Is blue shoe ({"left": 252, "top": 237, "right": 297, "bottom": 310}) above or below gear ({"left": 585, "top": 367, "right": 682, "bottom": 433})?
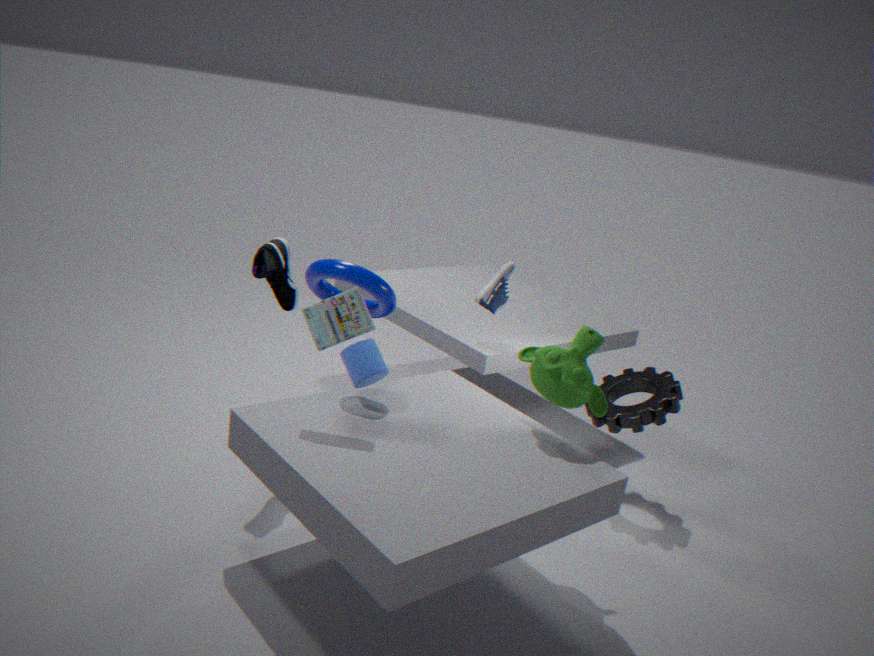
above
